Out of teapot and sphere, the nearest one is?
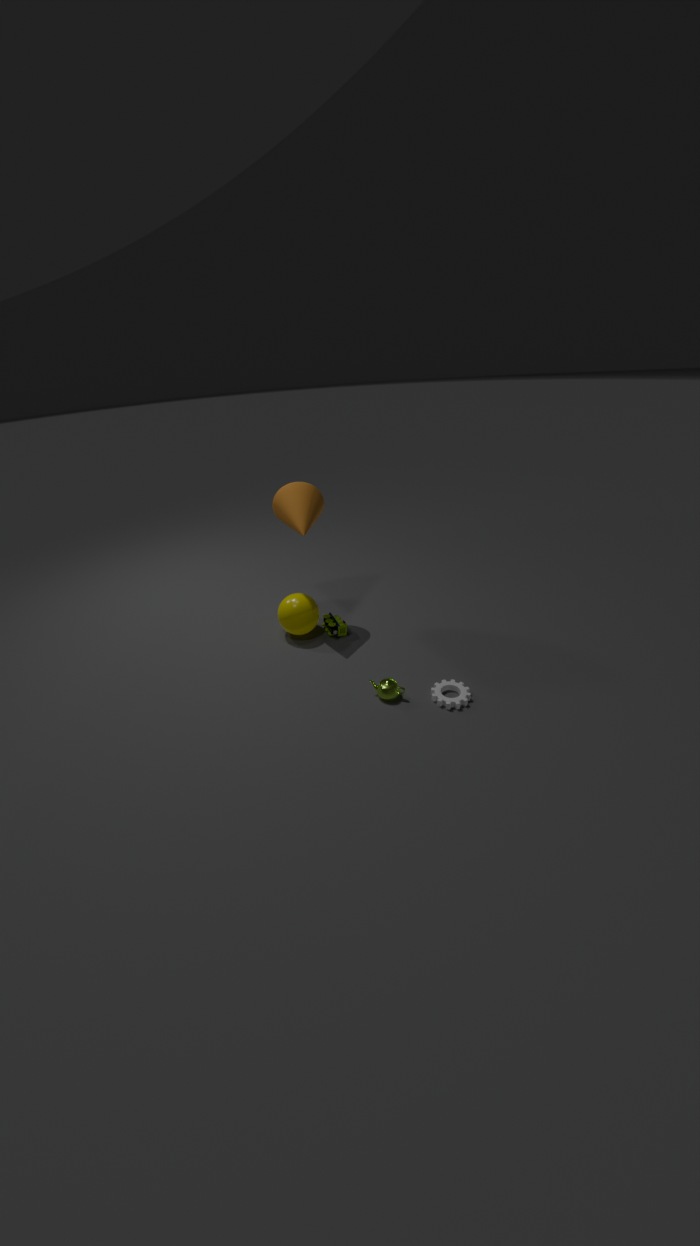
teapot
